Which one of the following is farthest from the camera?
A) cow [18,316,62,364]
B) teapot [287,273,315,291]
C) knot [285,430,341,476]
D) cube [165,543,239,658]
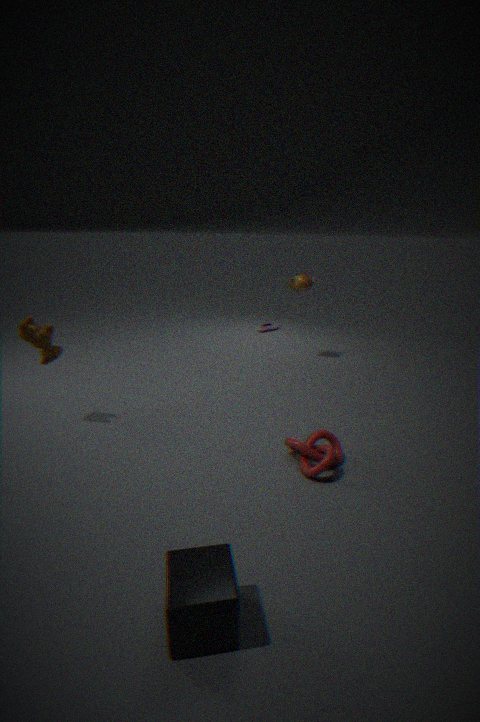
teapot [287,273,315,291]
